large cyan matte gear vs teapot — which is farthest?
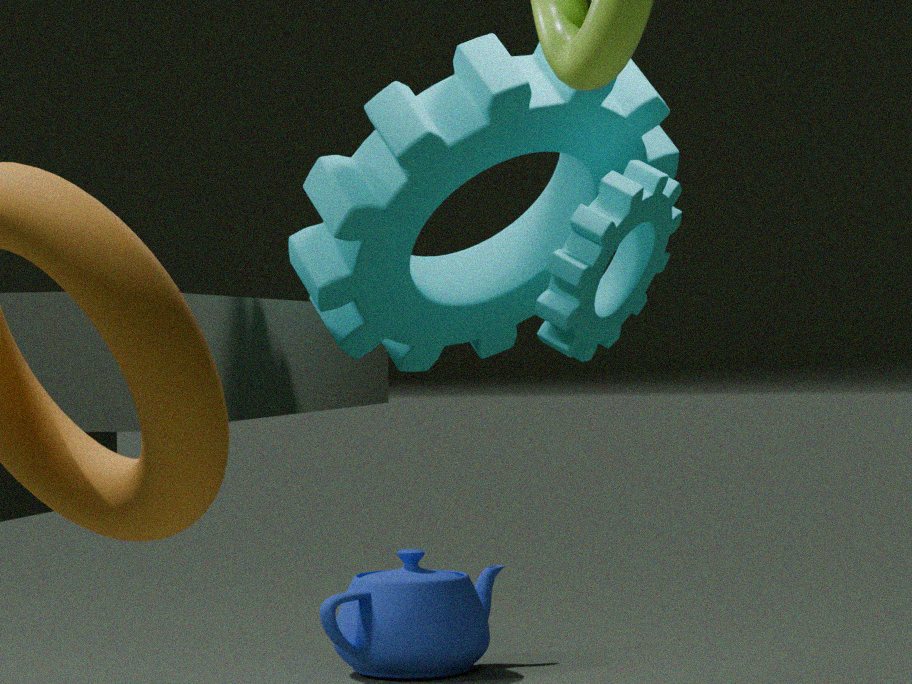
teapot
